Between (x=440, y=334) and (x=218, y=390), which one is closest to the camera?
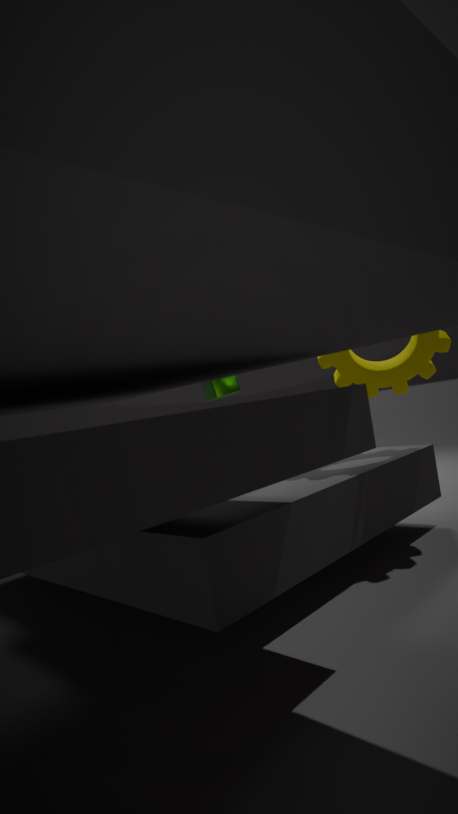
(x=440, y=334)
